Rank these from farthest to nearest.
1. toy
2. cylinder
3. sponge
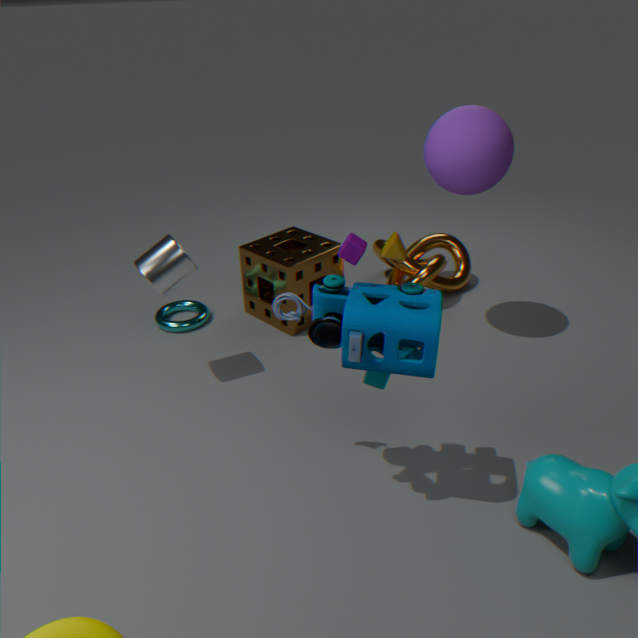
sponge, cylinder, toy
